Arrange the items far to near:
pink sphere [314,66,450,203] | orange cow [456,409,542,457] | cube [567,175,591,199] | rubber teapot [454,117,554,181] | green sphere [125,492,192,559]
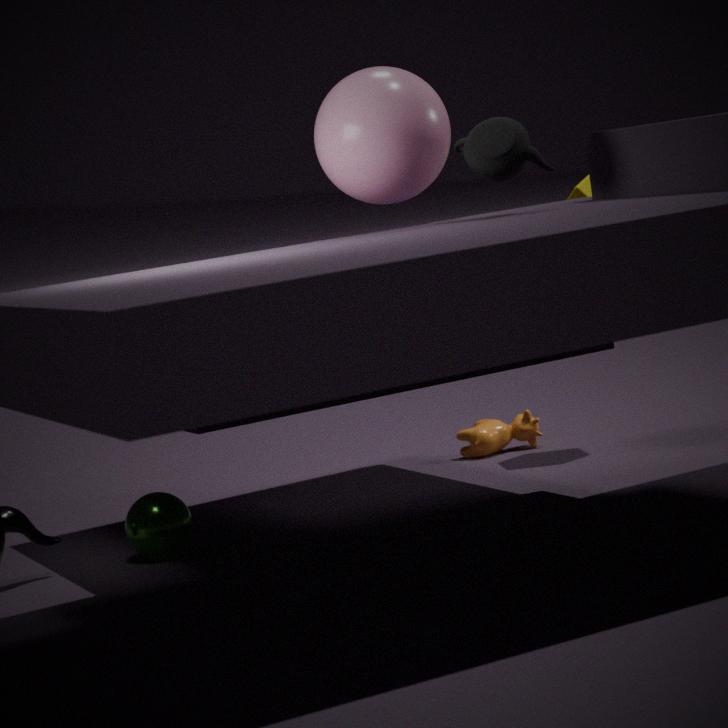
1. orange cow [456,409,542,457]
2. cube [567,175,591,199]
3. green sphere [125,492,192,559]
4. pink sphere [314,66,450,203]
5. rubber teapot [454,117,554,181]
